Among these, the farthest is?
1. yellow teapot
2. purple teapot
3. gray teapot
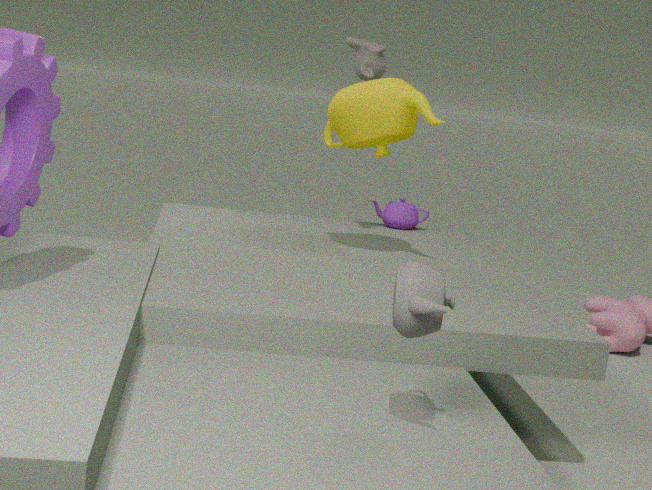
purple teapot
